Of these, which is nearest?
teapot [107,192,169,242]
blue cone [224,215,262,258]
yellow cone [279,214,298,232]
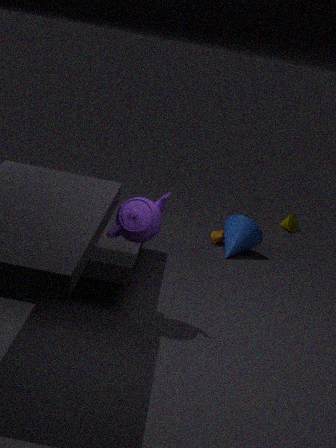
teapot [107,192,169,242]
